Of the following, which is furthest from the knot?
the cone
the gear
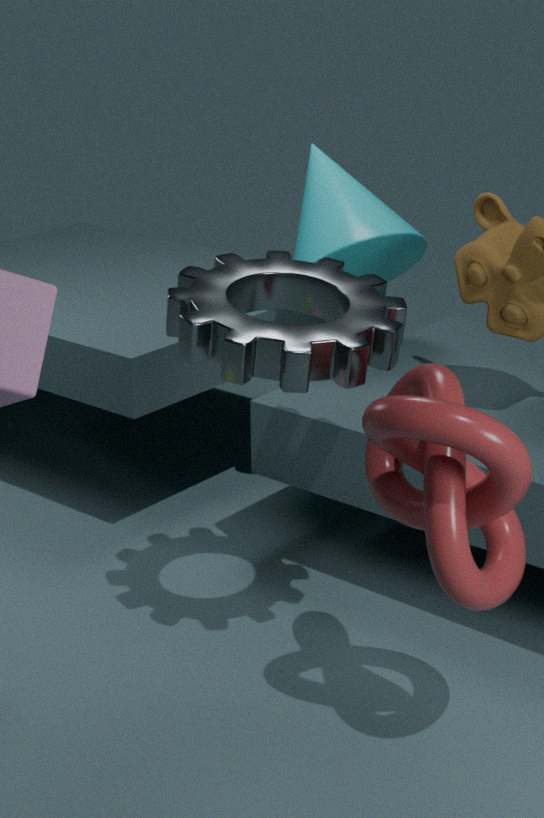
the cone
